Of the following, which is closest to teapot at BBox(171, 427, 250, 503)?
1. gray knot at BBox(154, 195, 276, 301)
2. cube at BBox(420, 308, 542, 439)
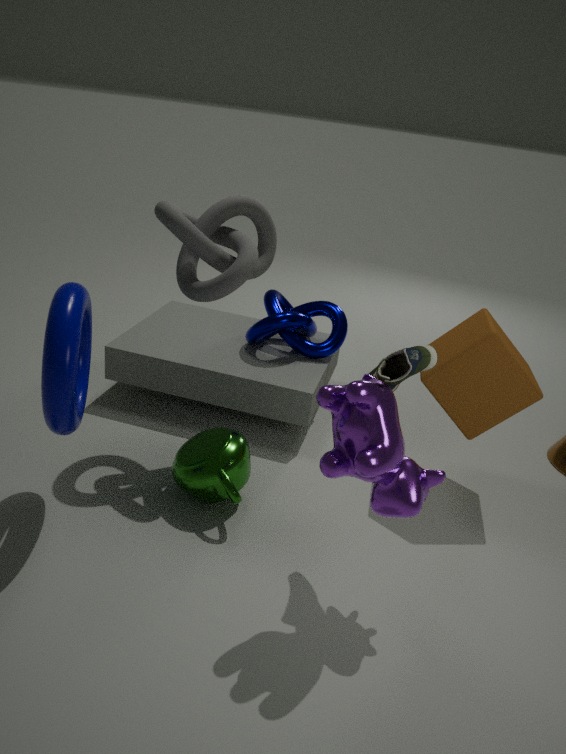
gray knot at BBox(154, 195, 276, 301)
